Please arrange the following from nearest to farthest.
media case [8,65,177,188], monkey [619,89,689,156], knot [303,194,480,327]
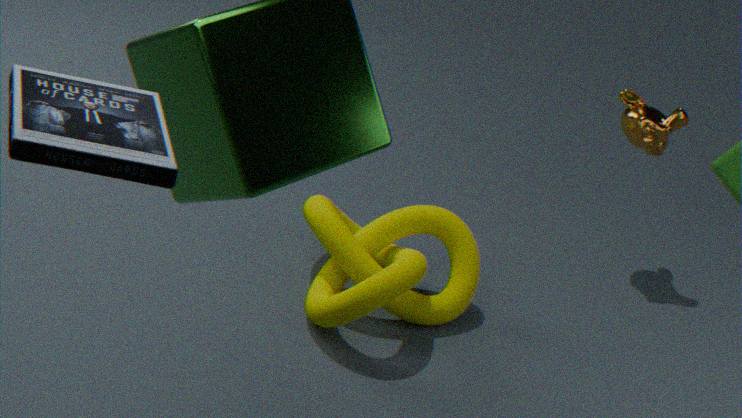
media case [8,65,177,188]
knot [303,194,480,327]
monkey [619,89,689,156]
